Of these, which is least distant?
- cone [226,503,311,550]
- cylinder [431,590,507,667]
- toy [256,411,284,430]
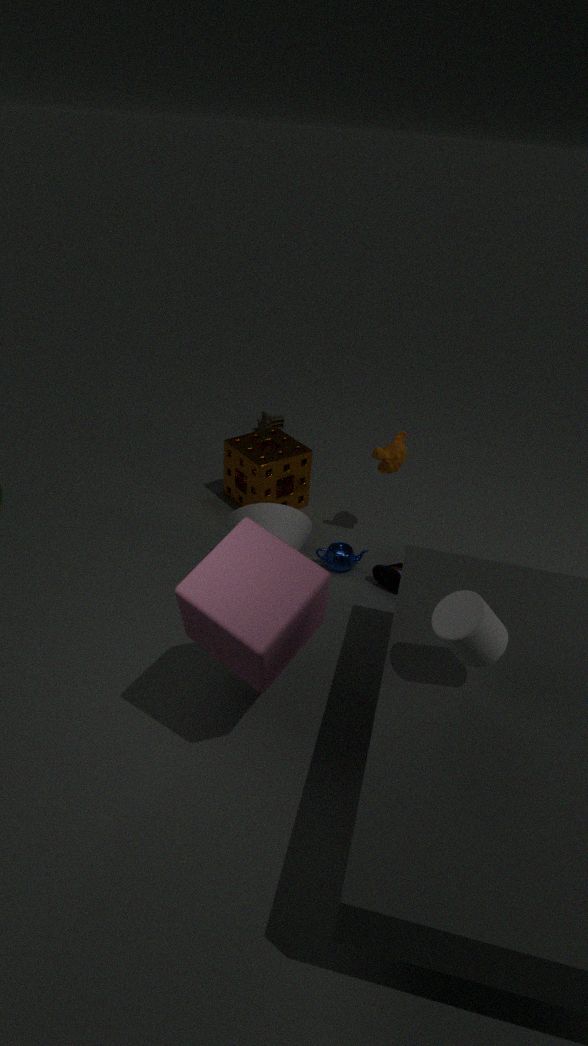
cylinder [431,590,507,667]
